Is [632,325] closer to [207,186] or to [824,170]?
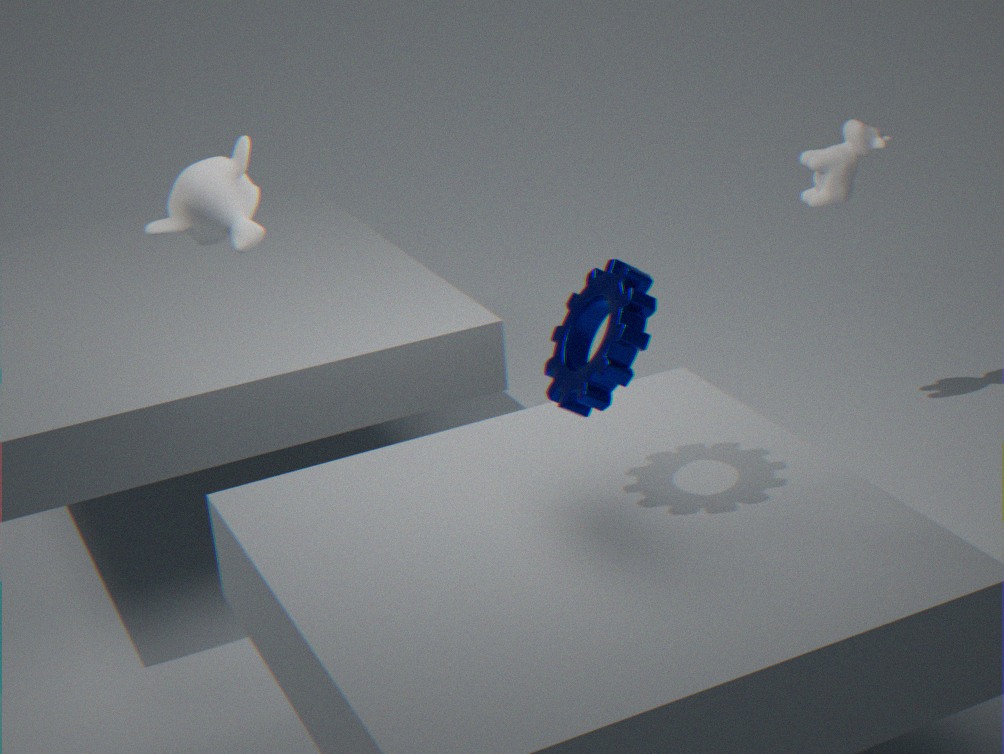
[207,186]
